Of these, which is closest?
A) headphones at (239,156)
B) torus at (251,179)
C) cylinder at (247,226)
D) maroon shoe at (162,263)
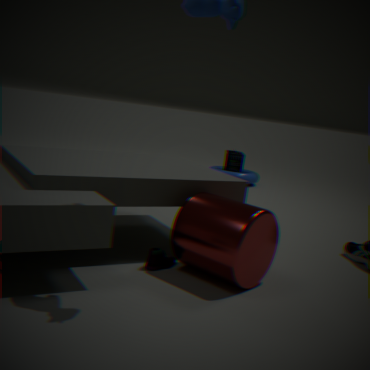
cylinder at (247,226)
